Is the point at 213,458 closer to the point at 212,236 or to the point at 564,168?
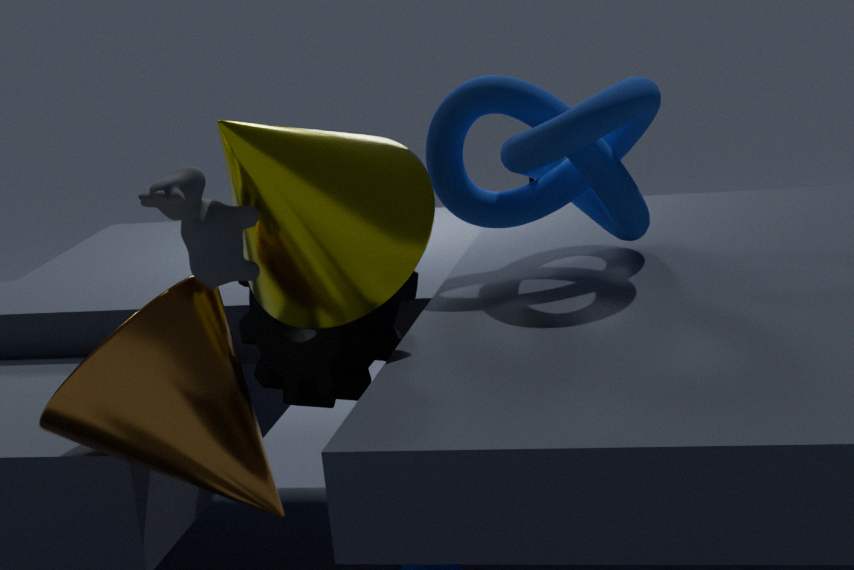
the point at 212,236
